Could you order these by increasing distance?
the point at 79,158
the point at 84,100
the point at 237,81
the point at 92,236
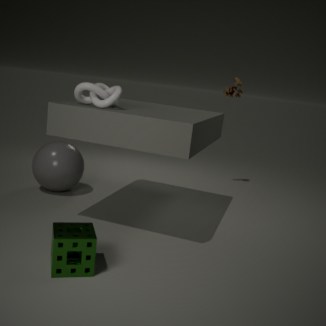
1. the point at 92,236
2. the point at 84,100
3. the point at 79,158
4. the point at 237,81
